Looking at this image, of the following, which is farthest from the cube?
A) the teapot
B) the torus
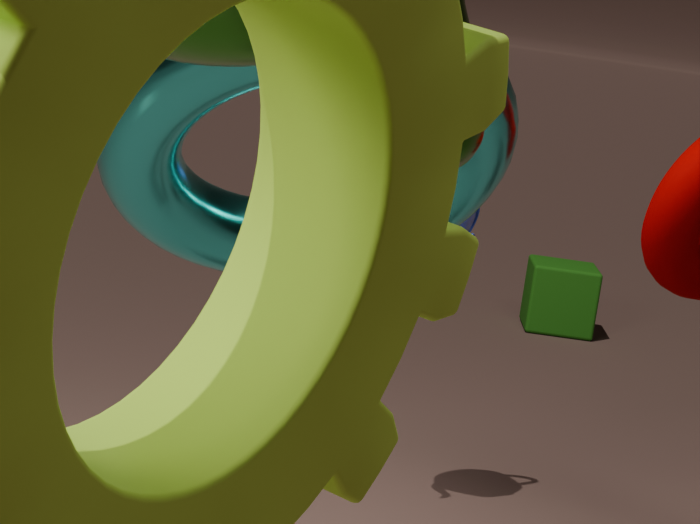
the torus
